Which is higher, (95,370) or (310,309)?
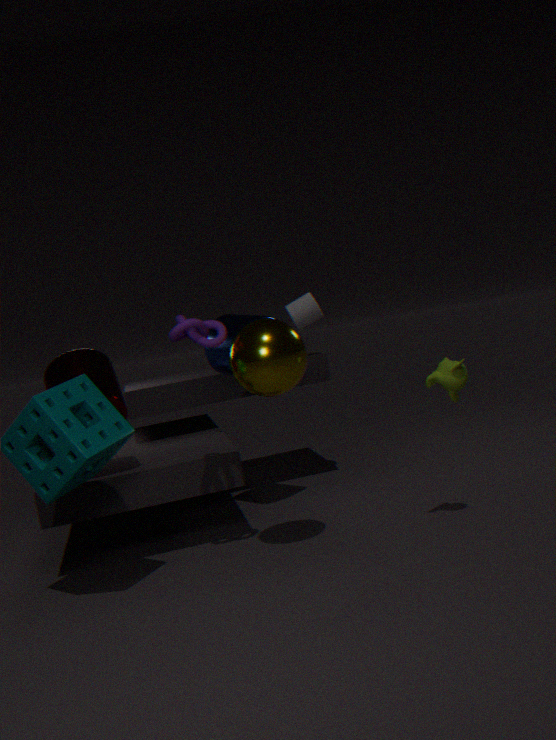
(310,309)
